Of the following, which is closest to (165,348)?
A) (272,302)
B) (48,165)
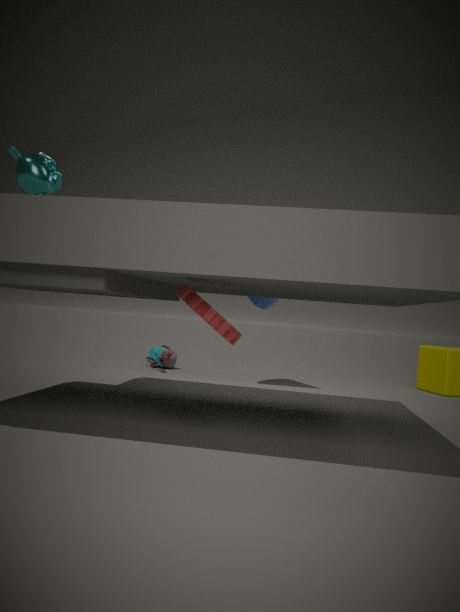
(272,302)
